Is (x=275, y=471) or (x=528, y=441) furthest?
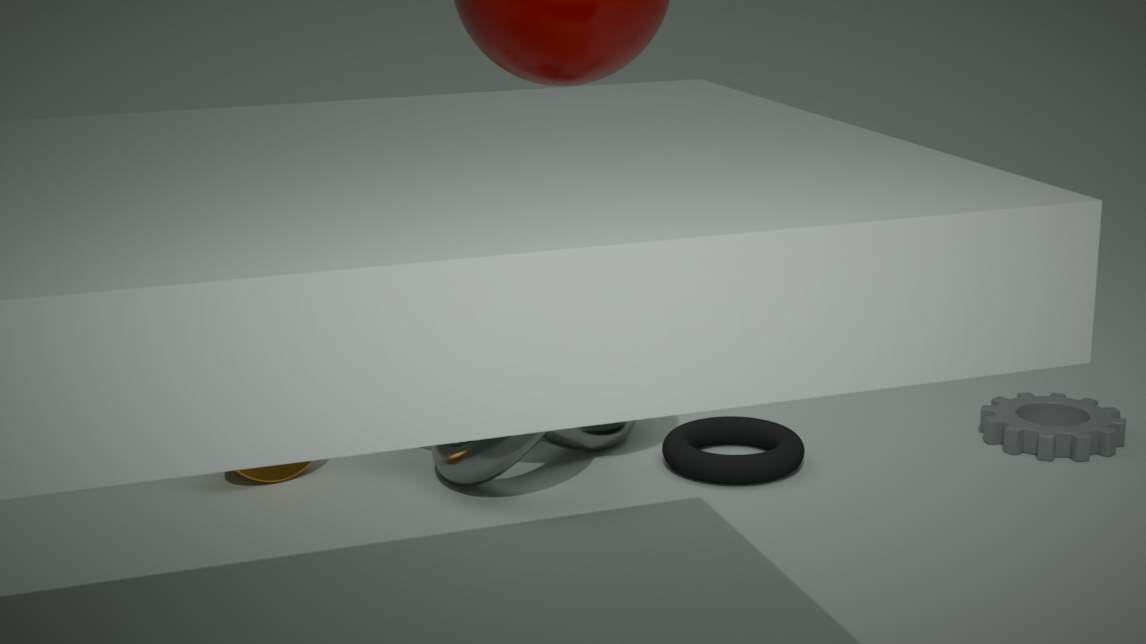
(x=275, y=471)
